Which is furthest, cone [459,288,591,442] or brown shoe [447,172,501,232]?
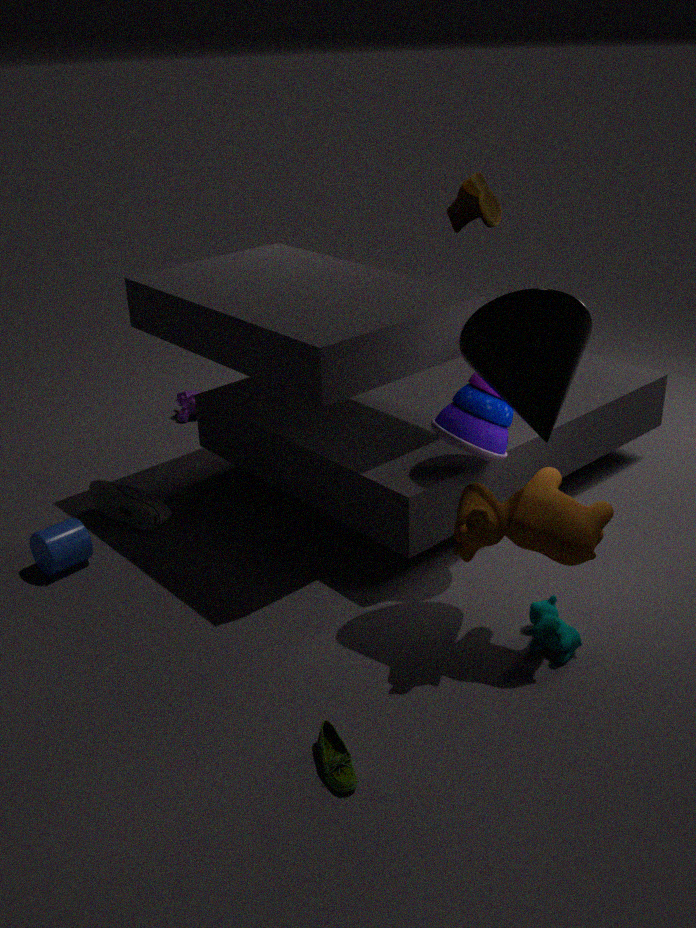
brown shoe [447,172,501,232]
